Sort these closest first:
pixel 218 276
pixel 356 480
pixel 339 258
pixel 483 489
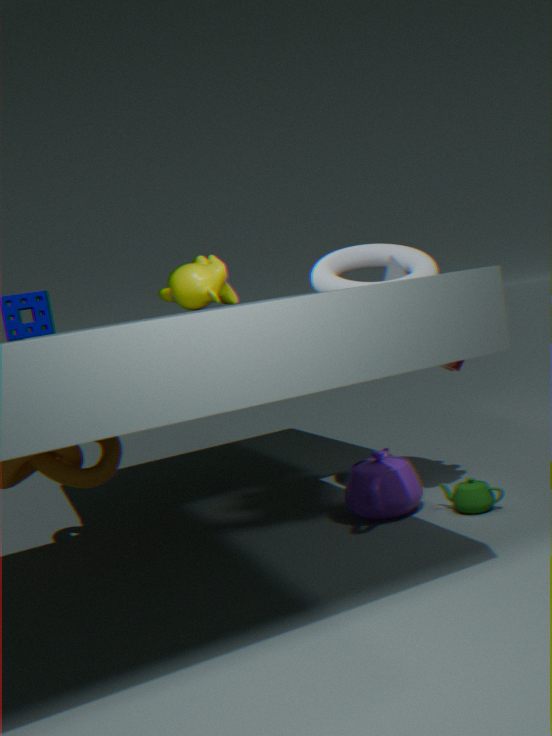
pixel 483 489, pixel 356 480, pixel 339 258, pixel 218 276
